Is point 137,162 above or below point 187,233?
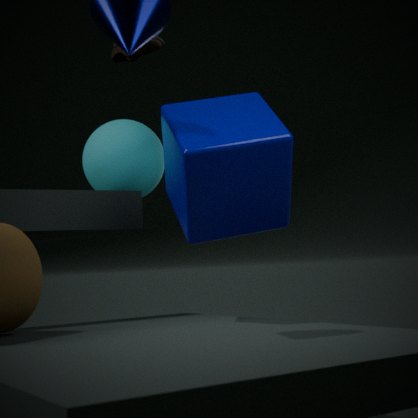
above
